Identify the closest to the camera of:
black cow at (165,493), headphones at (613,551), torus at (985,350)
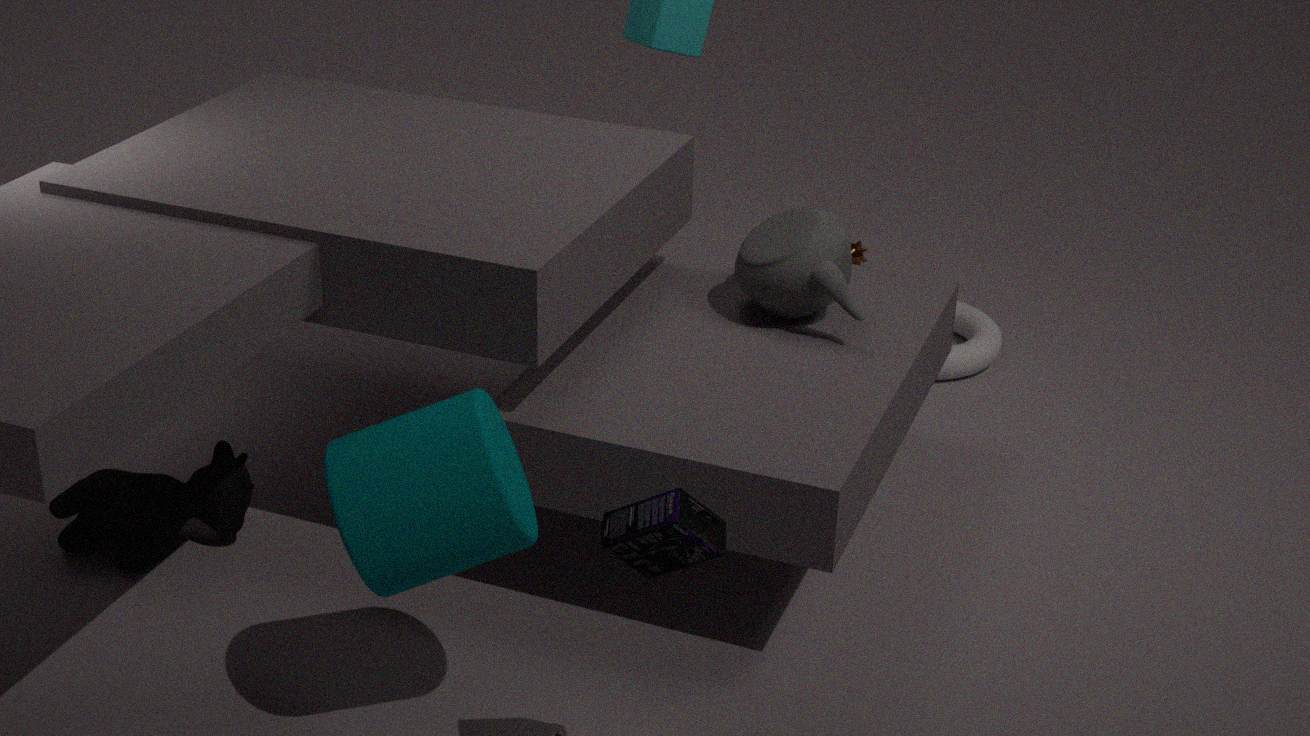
headphones at (613,551)
